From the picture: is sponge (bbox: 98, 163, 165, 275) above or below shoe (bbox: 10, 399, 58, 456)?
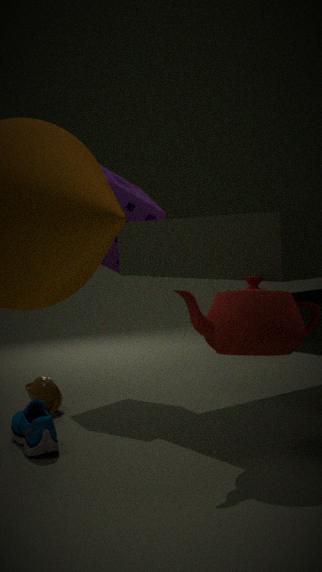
above
